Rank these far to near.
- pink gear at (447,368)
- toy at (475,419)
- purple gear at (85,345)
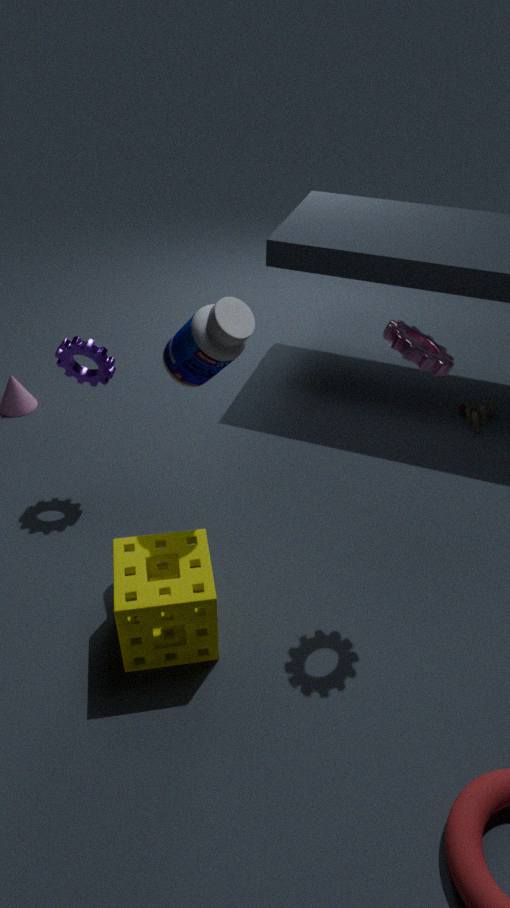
toy at (475,419)
purple gear at (85,345)
pink gear at (447,368)
